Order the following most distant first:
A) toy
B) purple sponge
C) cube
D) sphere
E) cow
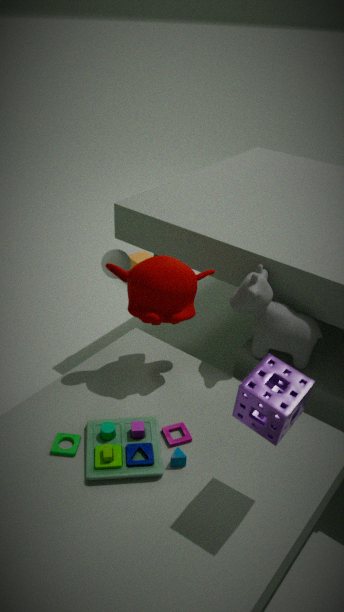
cube → sphere → cow → toy → purple sponge
